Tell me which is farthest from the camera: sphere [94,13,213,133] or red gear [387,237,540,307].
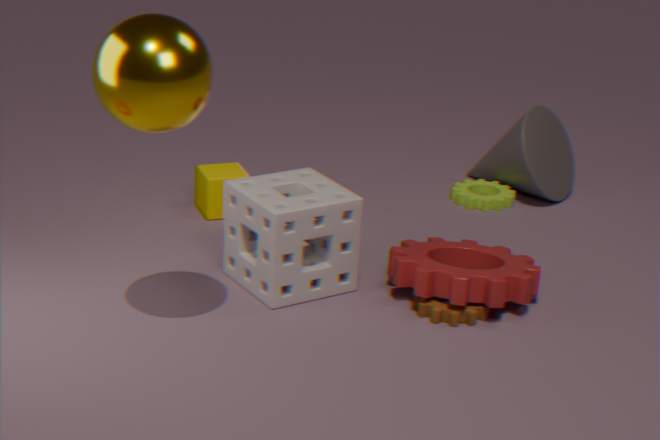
red gear [387,237,540,307]
